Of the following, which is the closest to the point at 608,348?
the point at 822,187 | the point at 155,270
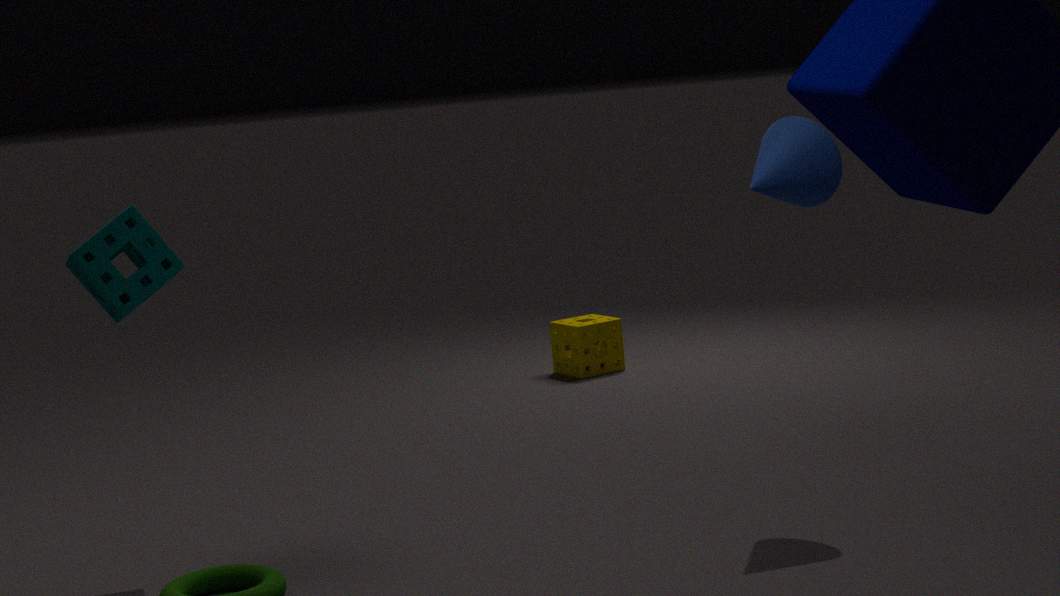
the point at 822,187
